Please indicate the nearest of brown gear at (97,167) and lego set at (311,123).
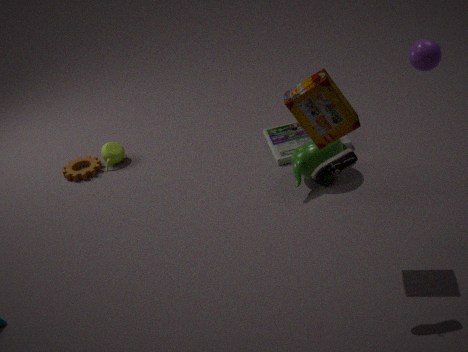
lego set at (311,123)
